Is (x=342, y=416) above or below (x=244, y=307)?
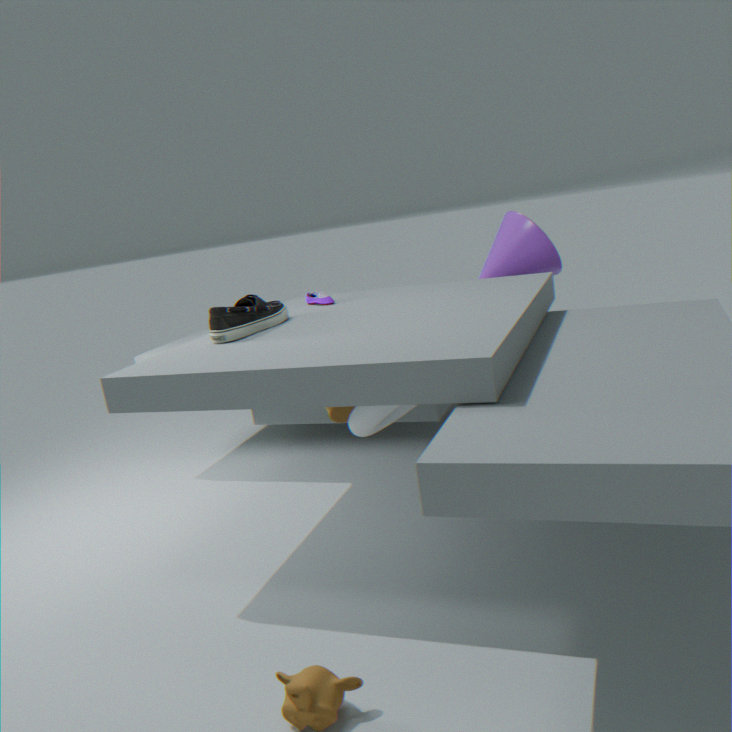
below
